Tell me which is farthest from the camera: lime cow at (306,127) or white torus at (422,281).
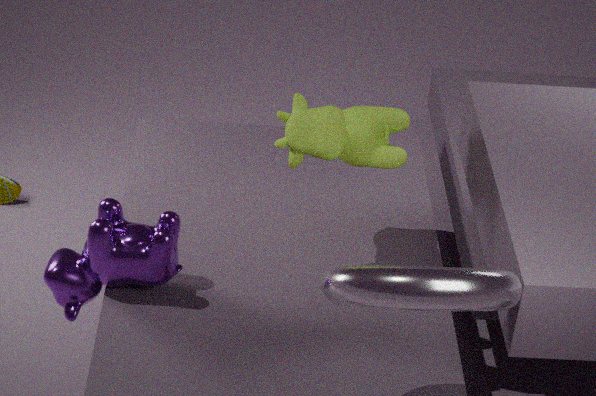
lime cow at (306,127)
